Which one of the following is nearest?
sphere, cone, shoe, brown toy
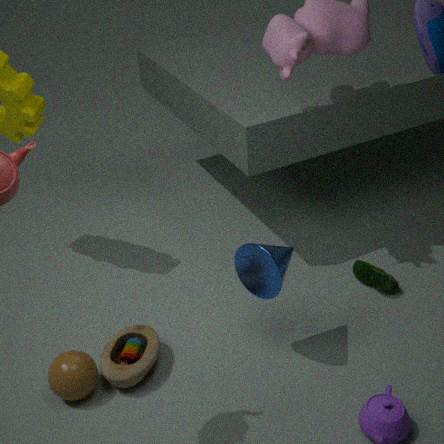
cone
